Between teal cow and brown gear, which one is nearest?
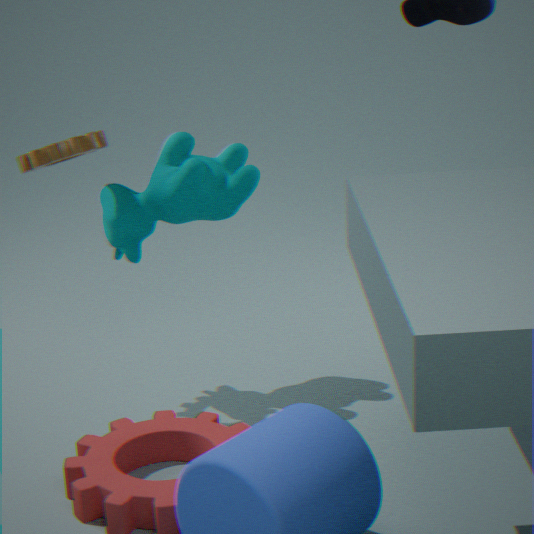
brown gear
